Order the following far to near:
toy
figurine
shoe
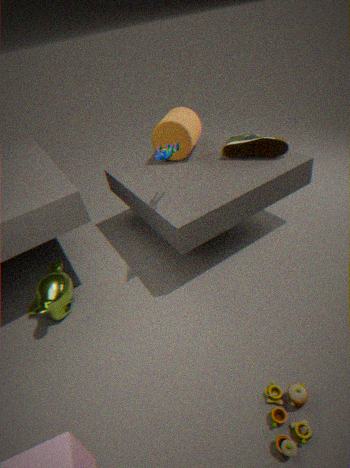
shoe → figurine → toy
